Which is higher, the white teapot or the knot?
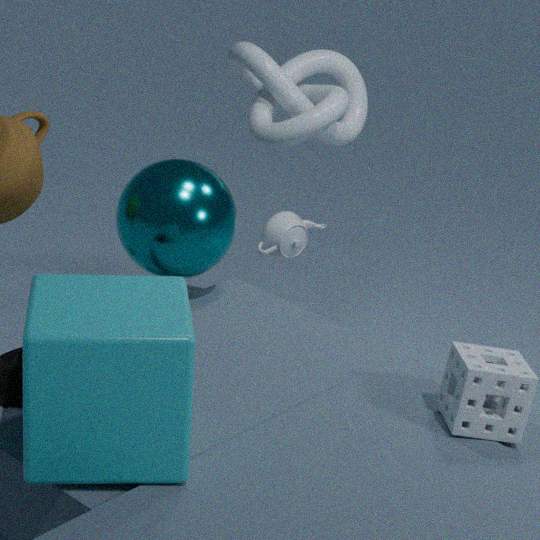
the knot
